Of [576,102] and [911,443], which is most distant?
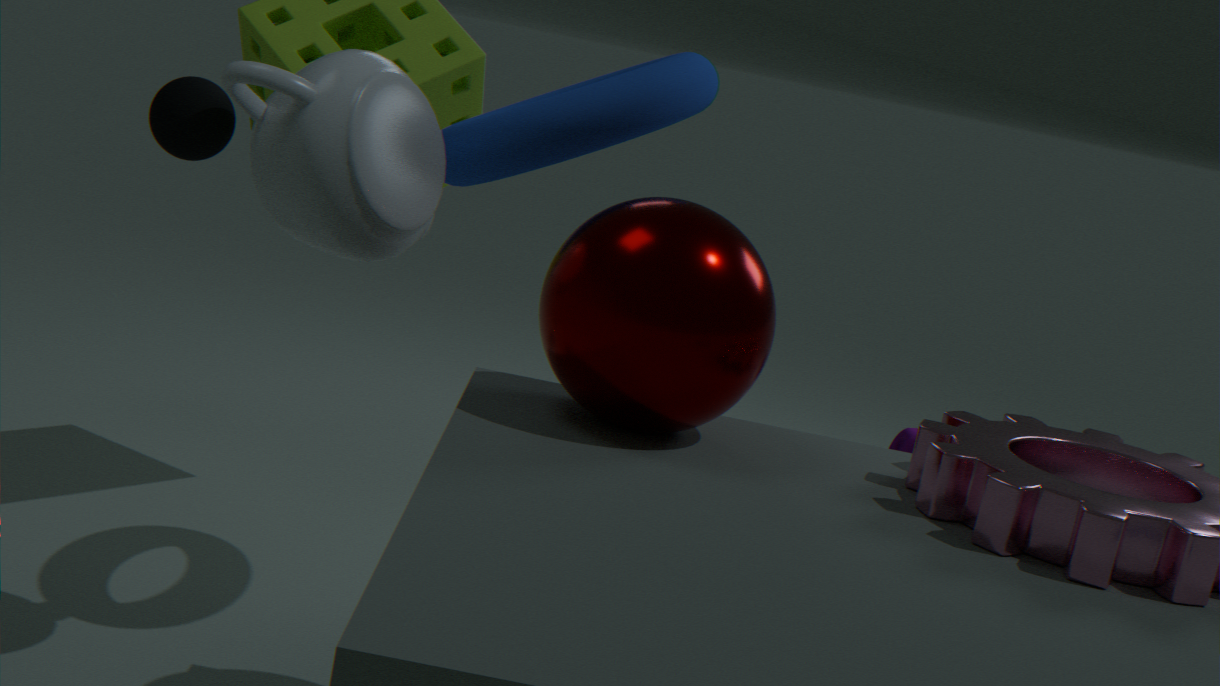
[911,443]
